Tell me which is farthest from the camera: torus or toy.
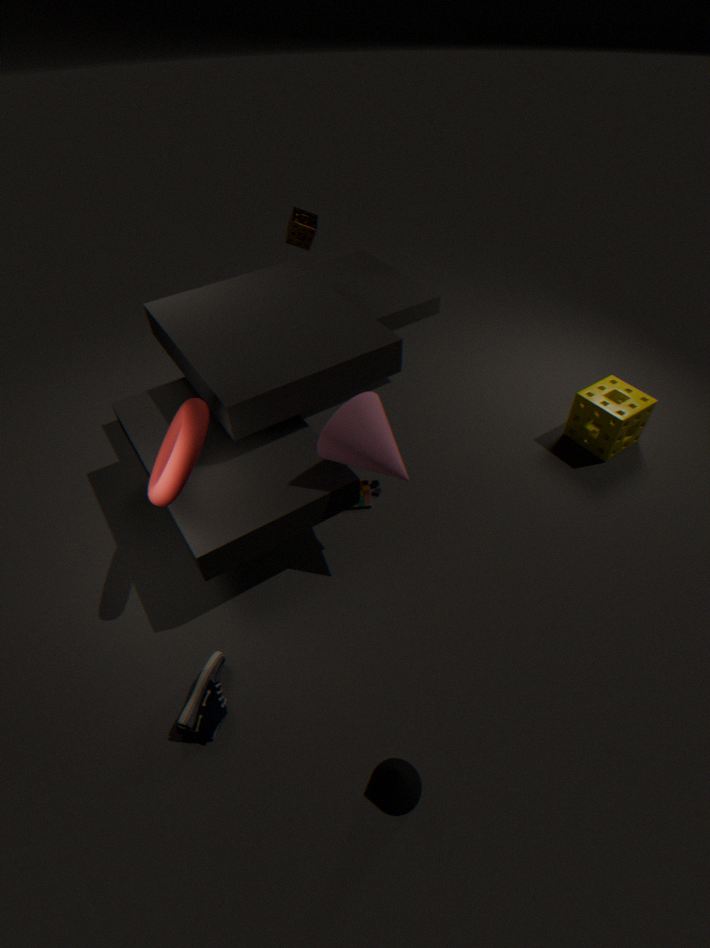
toy
